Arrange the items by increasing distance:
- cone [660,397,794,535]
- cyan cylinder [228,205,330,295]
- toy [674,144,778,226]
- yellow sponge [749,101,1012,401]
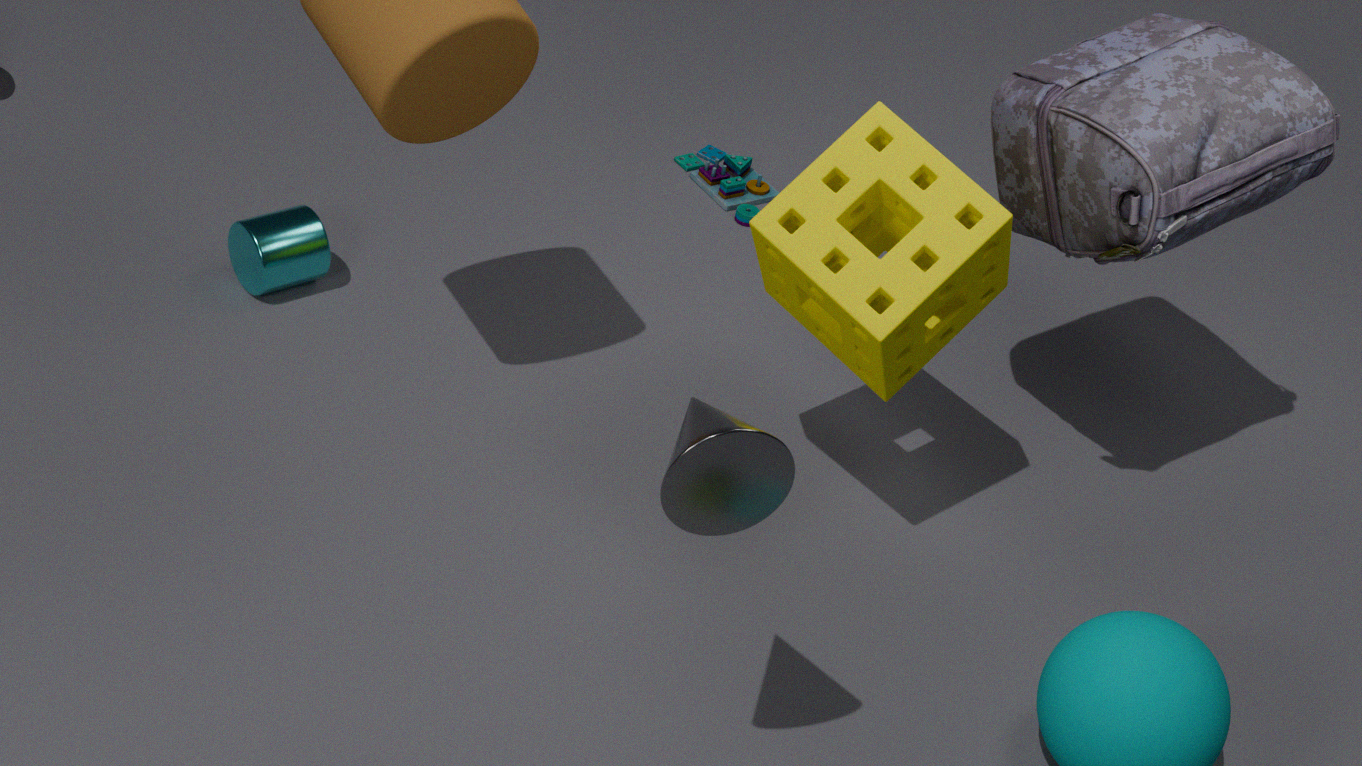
cone [660,397,794,535] < yellow sponge [749,101,1012,401] < cyan cylinder [228,205,330,295] < toy [674,144,778,226]
